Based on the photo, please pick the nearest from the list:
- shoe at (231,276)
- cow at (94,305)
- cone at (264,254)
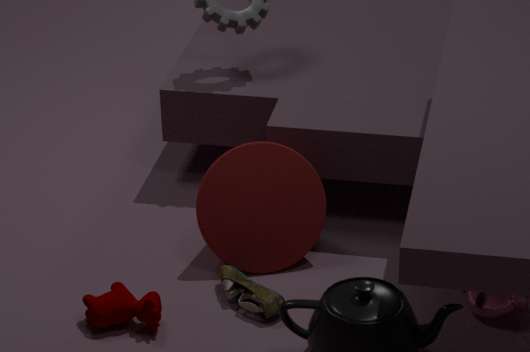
cow at (94,305)
